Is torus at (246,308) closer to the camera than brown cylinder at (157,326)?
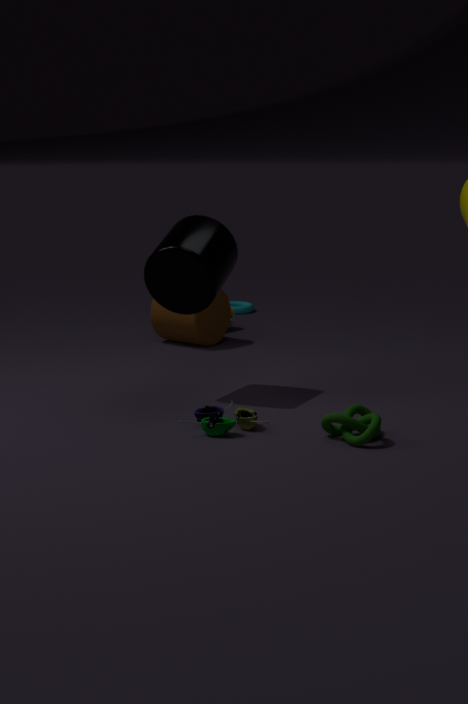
No
